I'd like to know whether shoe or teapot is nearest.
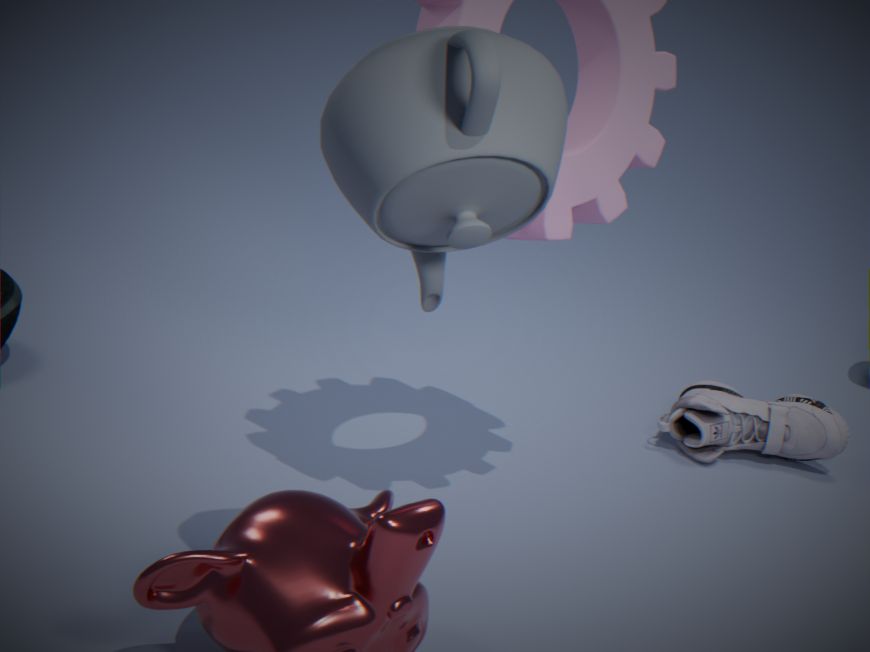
teapot
